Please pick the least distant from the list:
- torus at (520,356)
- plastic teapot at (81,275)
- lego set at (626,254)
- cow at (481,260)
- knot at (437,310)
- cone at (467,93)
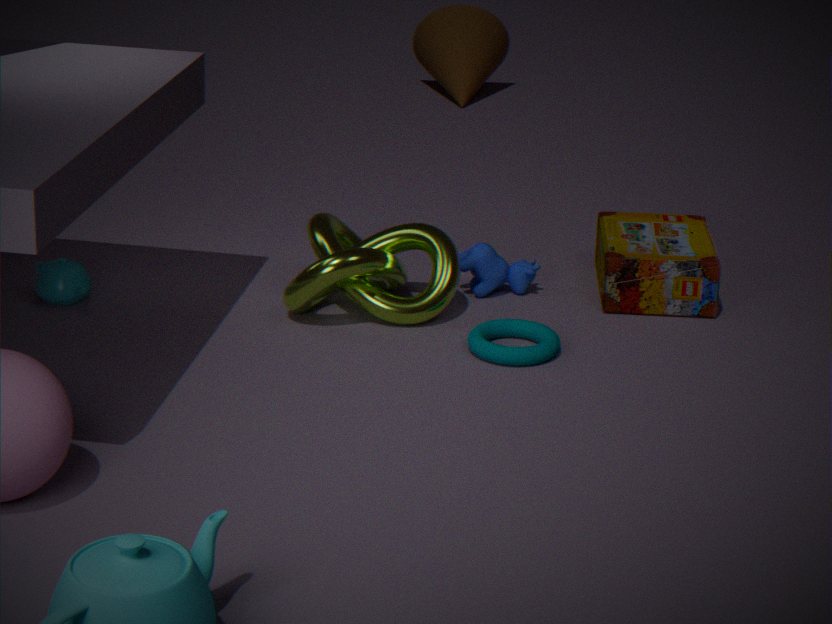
torus at (520,356)
